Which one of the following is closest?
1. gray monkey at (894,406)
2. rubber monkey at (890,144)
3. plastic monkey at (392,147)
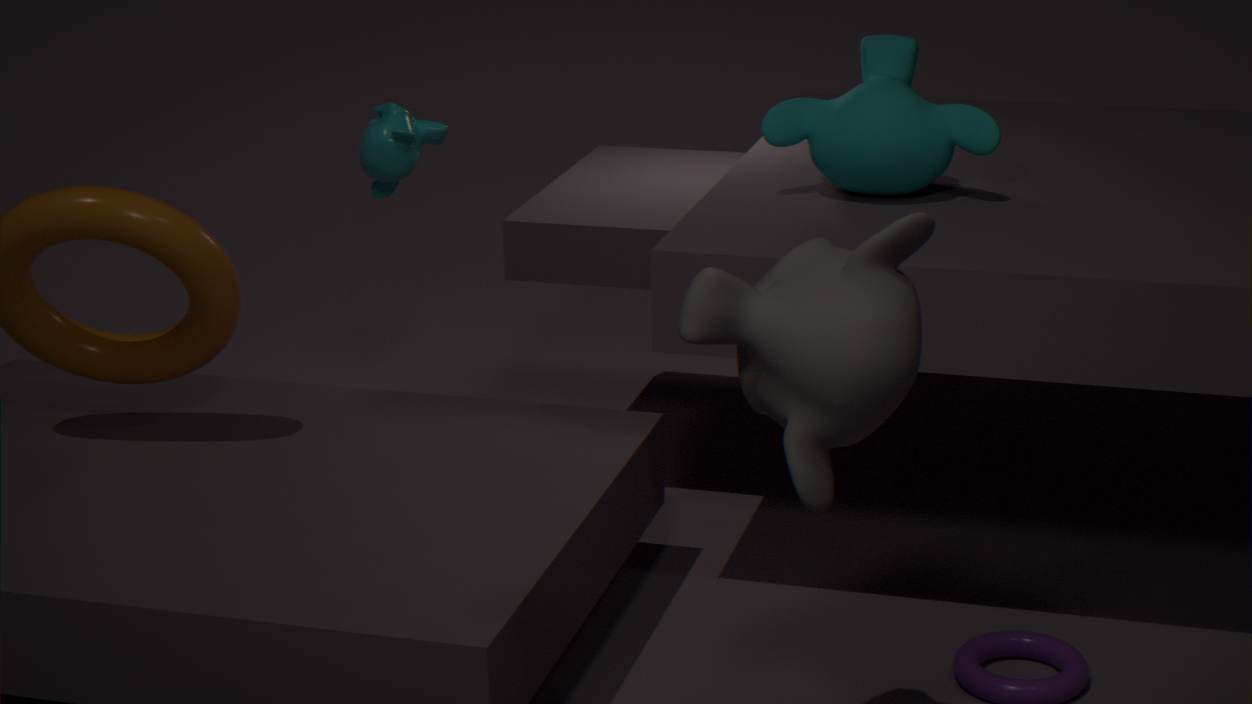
gray monkey at (894,406)
